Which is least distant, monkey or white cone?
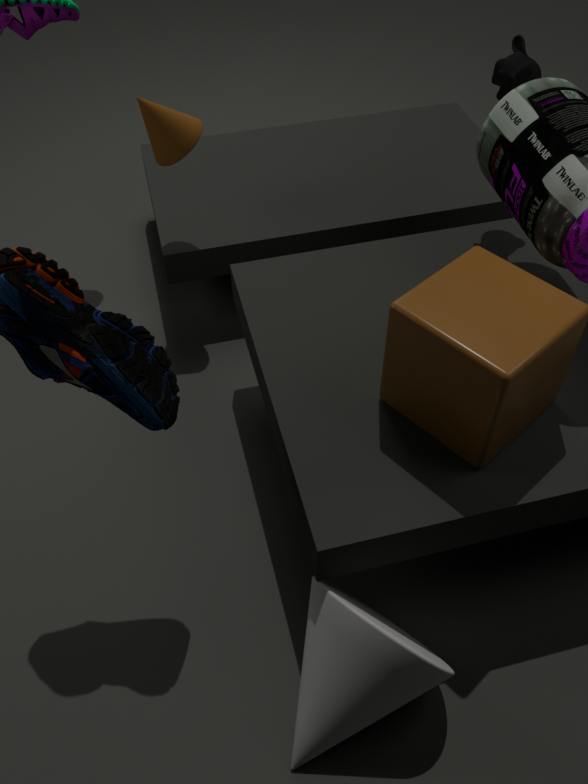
white cone
